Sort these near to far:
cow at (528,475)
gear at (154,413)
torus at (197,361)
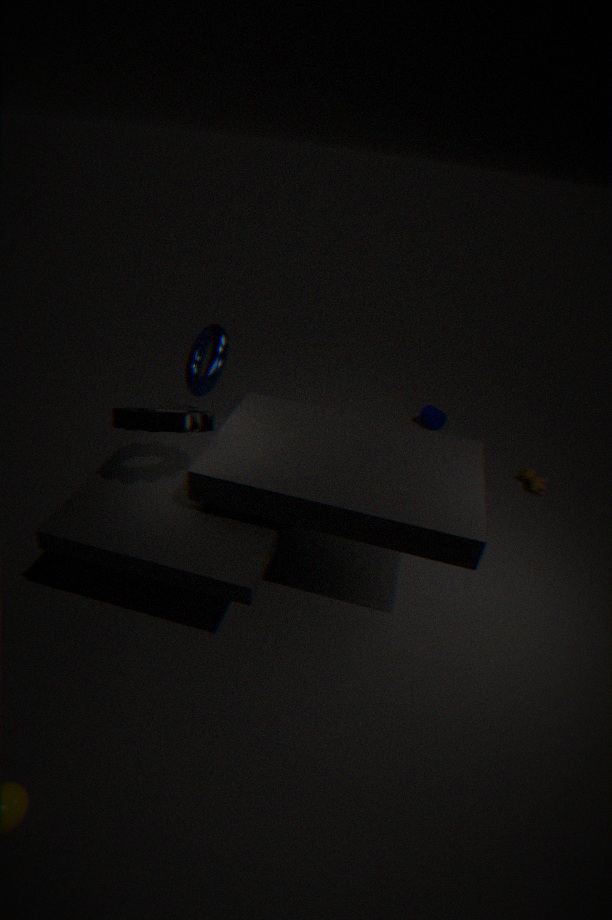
gear at (154,413) < torus at (197,361) < cow at (528,475)
